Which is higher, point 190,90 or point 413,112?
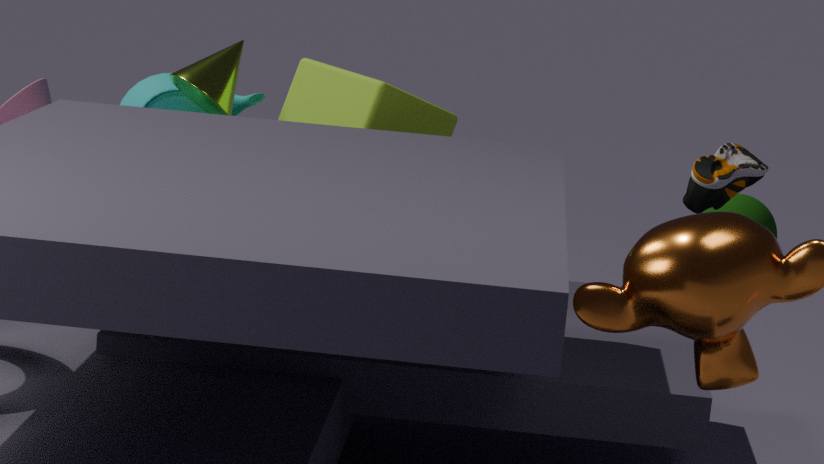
point 190,90
